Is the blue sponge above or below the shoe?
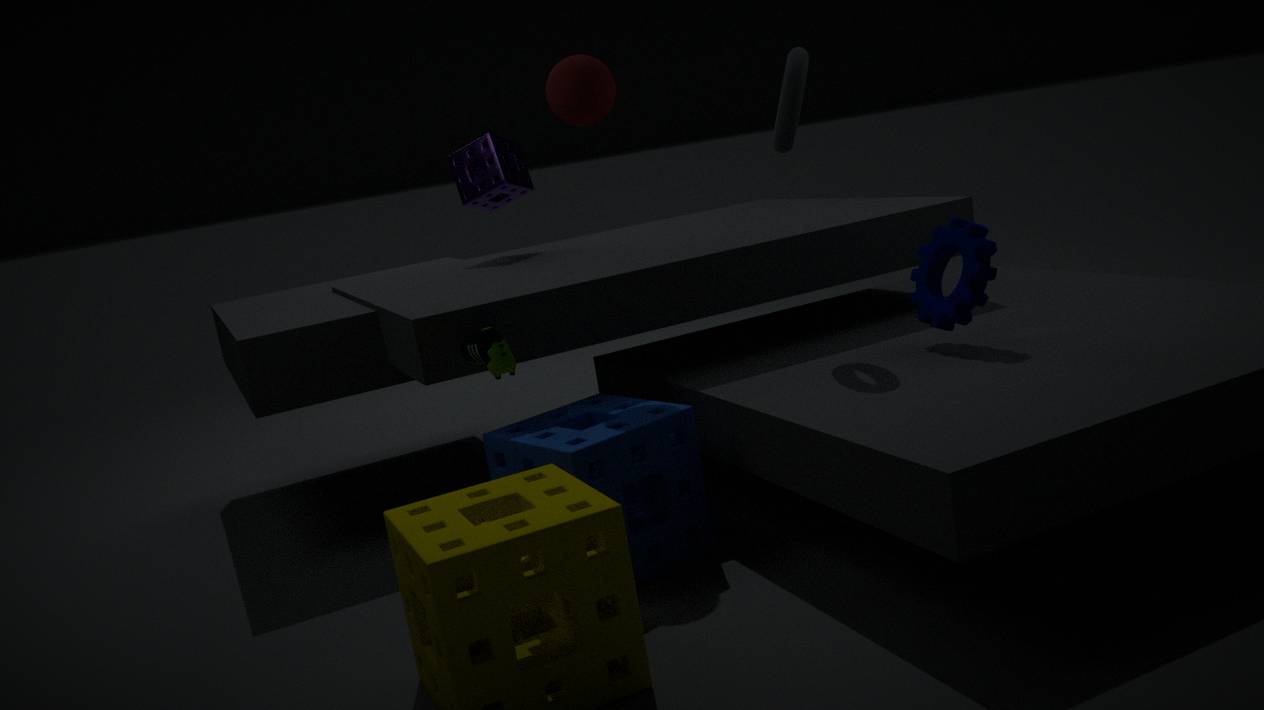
Result: below
